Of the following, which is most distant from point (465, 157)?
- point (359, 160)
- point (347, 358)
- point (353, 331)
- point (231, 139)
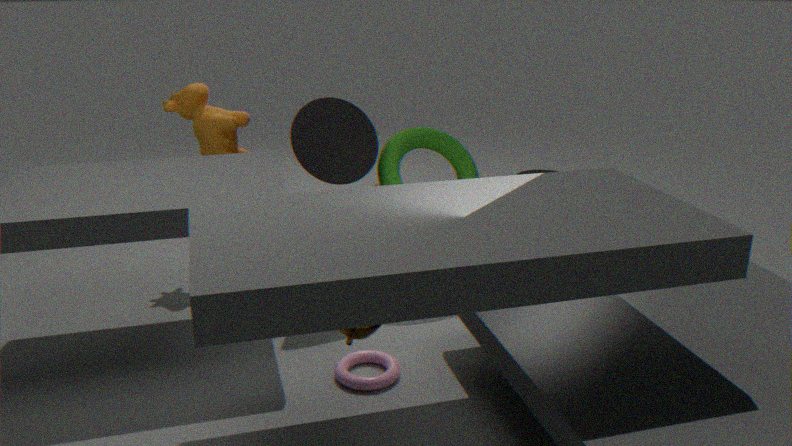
point (353, 331)
